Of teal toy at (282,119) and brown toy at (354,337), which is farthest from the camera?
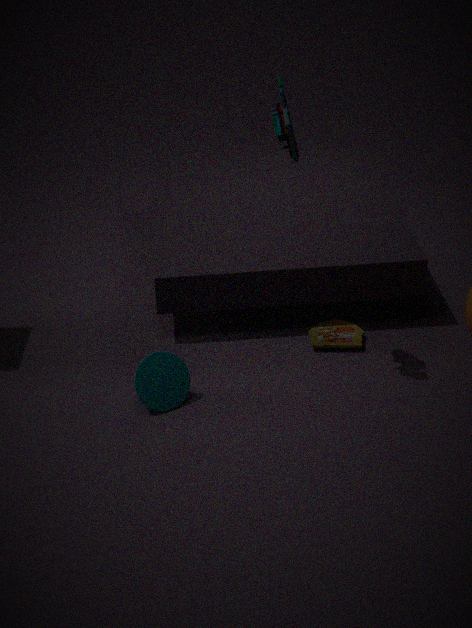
brown toy at (354,337)
